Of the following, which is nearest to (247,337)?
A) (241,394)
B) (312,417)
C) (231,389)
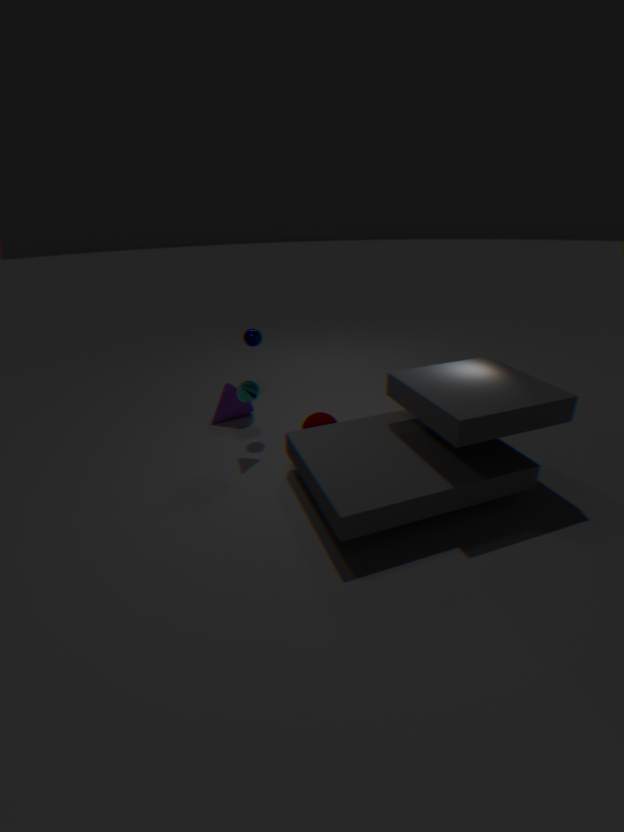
(241,394)
